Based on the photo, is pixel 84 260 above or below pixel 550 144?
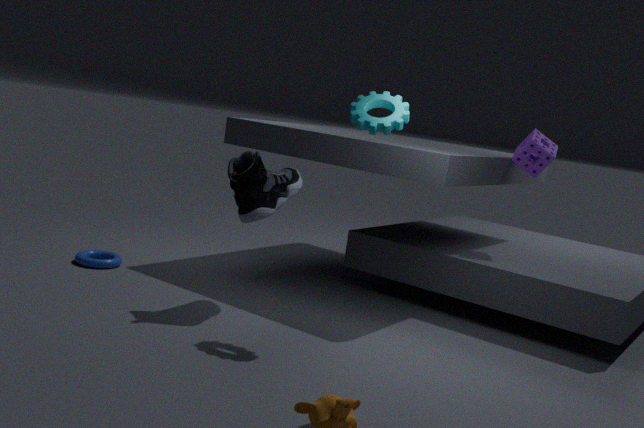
below
